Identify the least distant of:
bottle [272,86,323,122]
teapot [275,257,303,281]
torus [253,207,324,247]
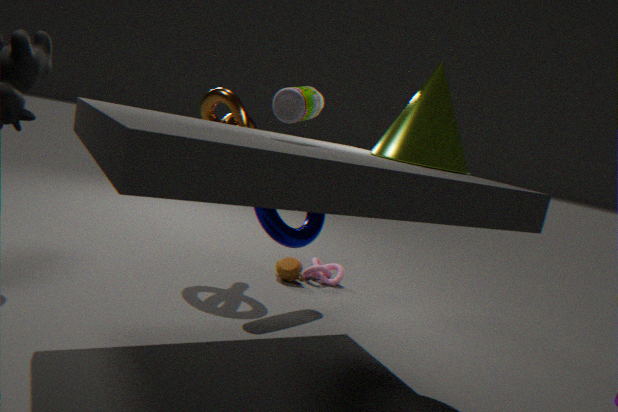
bottle [272,86,323,122]
